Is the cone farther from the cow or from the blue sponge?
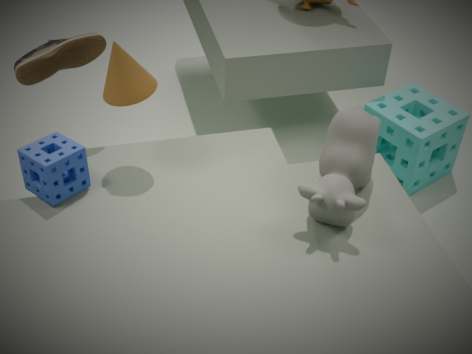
the cow
